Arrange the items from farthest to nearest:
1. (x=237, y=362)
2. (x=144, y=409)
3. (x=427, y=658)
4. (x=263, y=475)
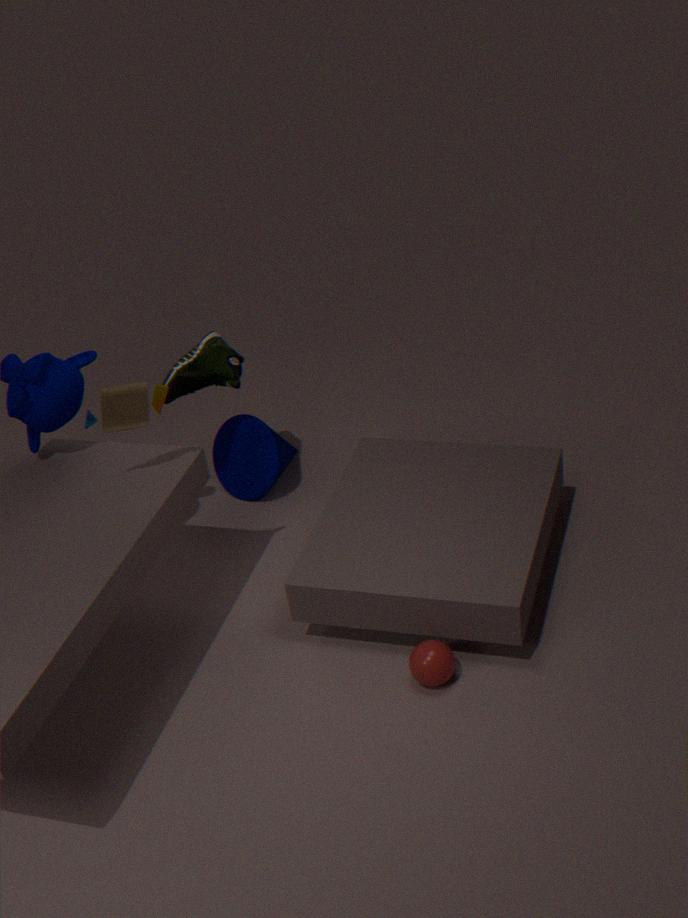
1. (x=263, y=475)
2. (x=237, y=362)
3. (x=144, y=409)
4. (x=427, y=658)
